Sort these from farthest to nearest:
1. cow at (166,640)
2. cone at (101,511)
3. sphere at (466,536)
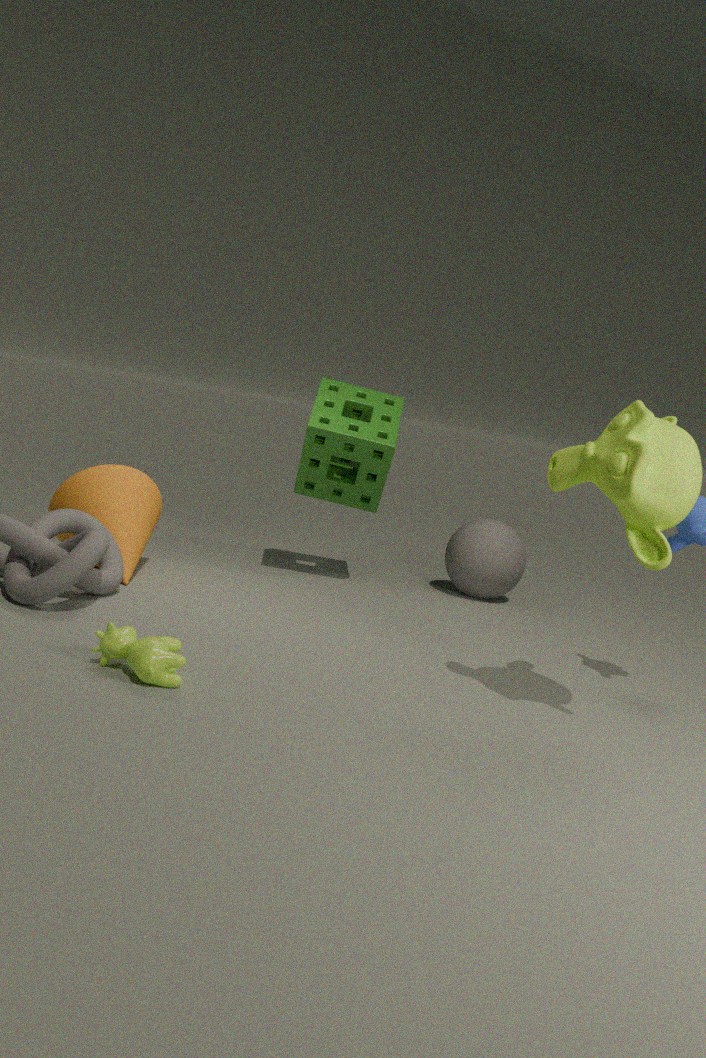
sphere at (466,536)
cone at (101,511)
cow at (166,640)
